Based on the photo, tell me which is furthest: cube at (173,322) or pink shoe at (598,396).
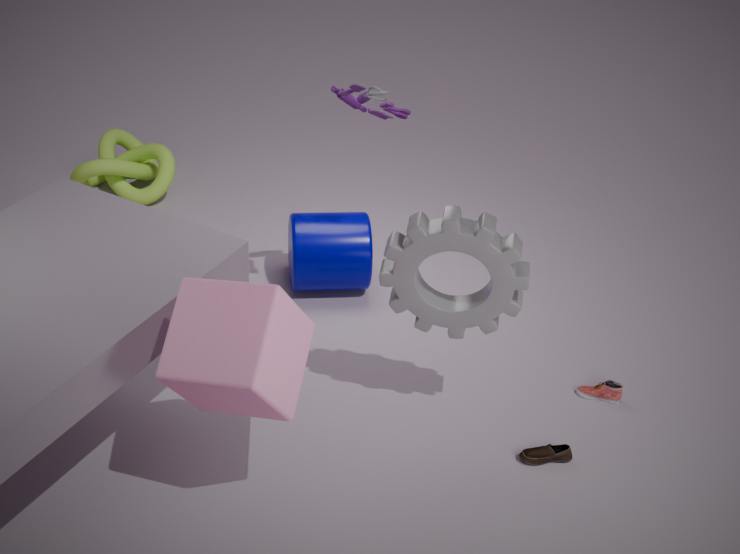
pink shoe at (598,396)
